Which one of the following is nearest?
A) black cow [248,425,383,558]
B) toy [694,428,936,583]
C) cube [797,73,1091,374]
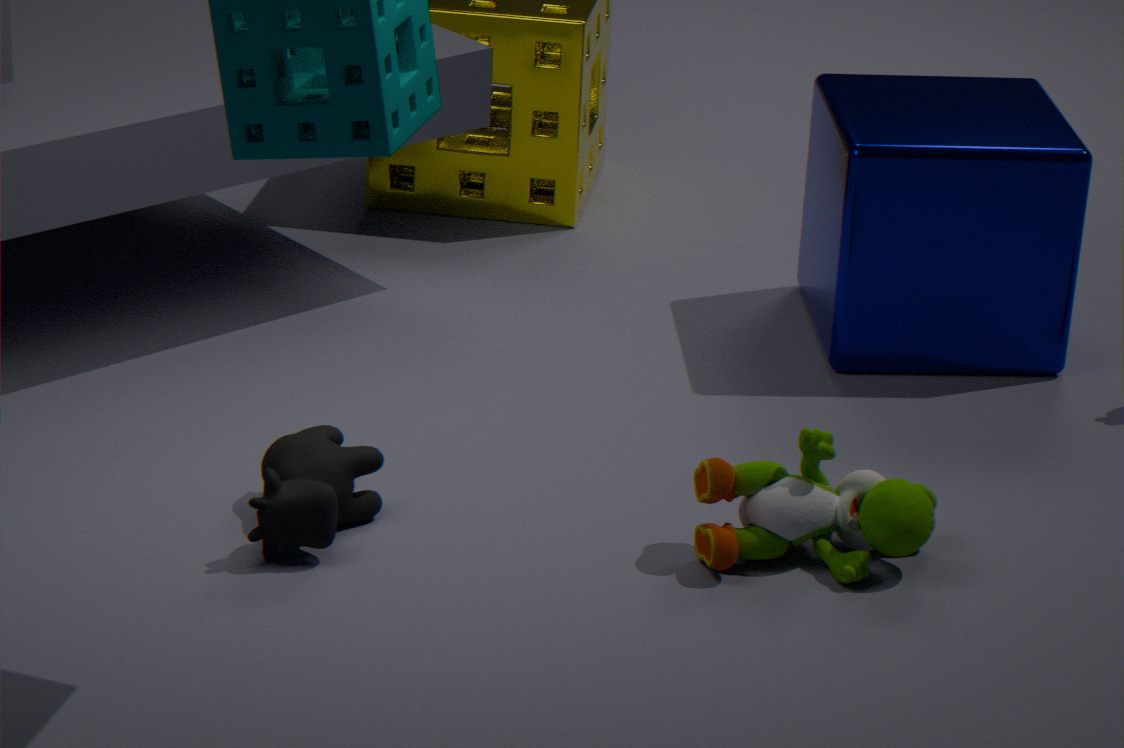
black cow [248,425,383,558]
